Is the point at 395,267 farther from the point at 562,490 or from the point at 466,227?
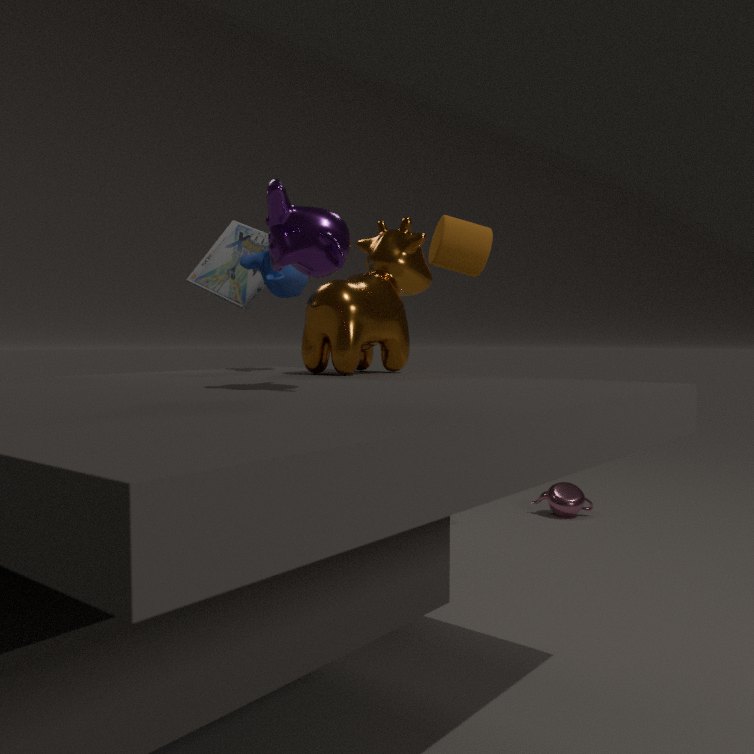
the point at 562,490
